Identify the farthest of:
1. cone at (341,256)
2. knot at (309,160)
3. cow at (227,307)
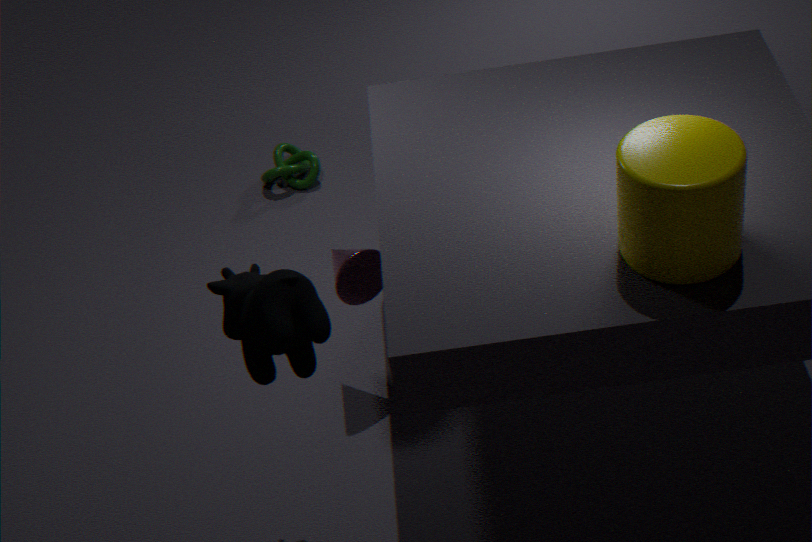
knot at (309,160)
